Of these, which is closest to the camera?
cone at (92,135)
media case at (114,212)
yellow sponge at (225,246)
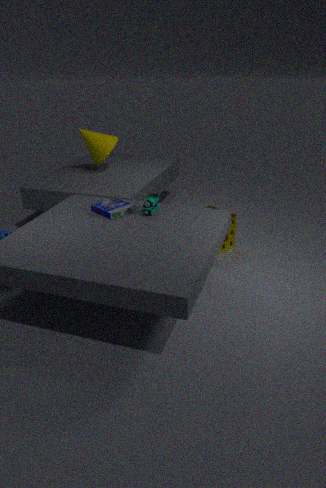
media case at (114,212)
